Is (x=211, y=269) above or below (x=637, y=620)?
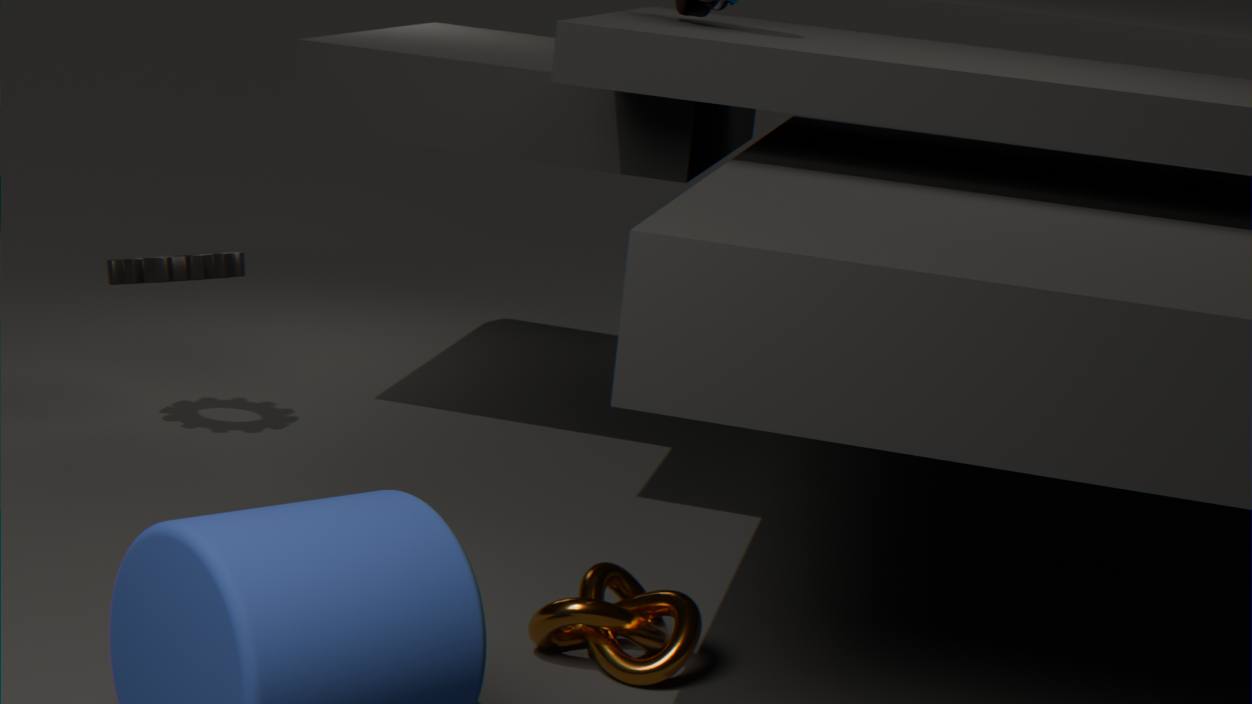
above
